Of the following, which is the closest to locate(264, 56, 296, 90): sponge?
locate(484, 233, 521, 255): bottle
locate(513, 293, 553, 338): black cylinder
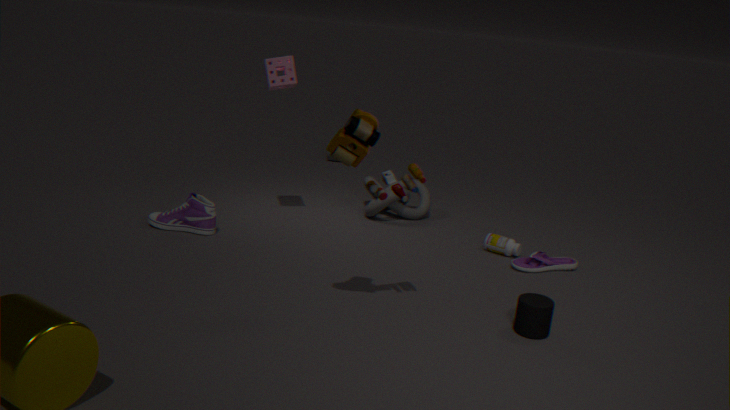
locate(484, 233, 521, 255): bottle
